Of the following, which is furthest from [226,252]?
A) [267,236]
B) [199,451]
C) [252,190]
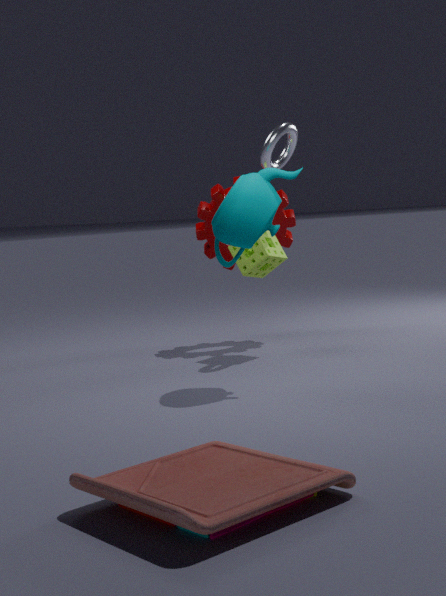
[199,451]
